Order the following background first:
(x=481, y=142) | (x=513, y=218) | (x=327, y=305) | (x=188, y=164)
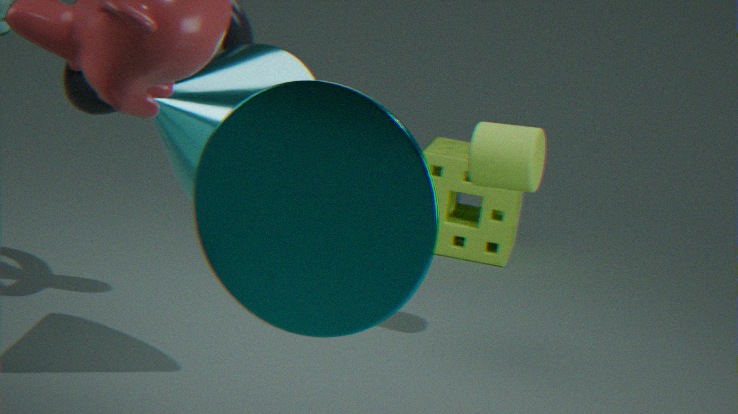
1. (x=513, y=218)
2. (x=481, y=142)
3. (x=188, y=164)
4. (x=327, y=305)
